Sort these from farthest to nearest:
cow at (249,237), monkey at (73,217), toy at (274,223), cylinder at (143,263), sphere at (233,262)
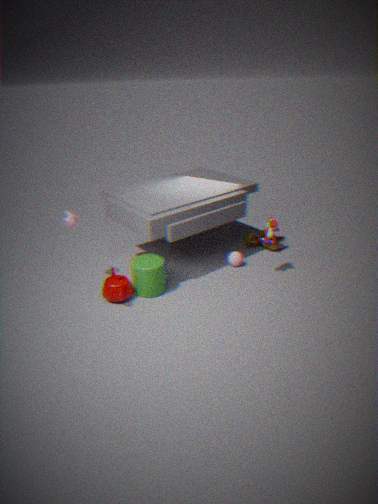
cow at (249,237) → sphere at (233,262) → toy at (274,223) → monkey at (73,217) → cylinder at (143,263)
